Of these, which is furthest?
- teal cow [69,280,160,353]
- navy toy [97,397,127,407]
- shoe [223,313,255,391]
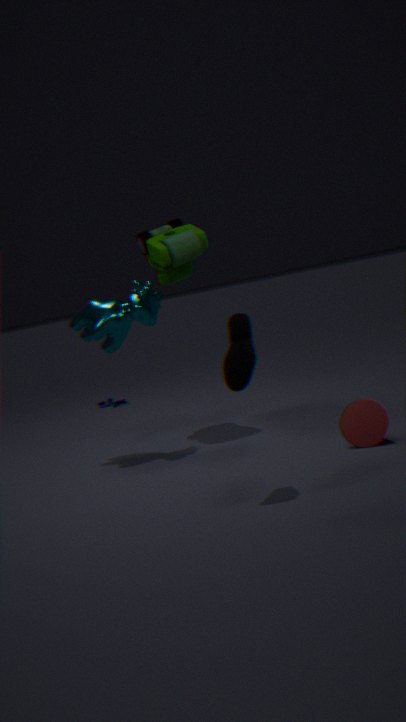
navy toy [97,397,127,407]
